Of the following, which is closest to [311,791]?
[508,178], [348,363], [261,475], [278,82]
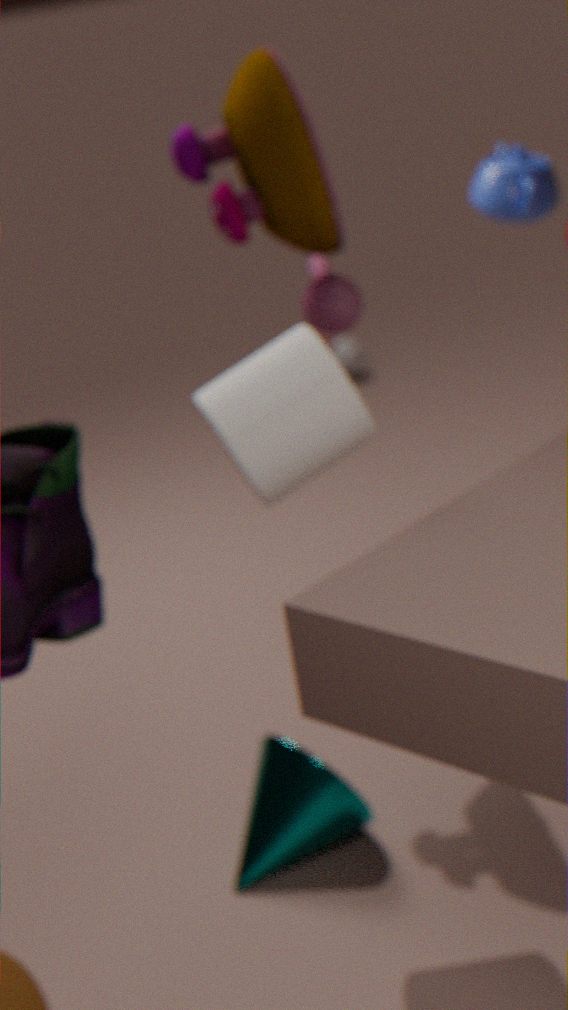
[261,475]
